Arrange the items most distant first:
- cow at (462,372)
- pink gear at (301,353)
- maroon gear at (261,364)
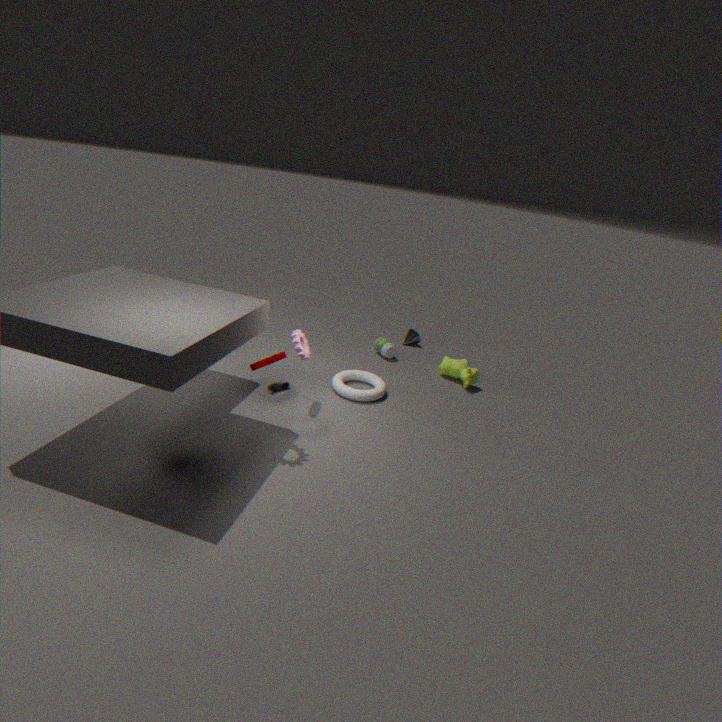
cow at (462,372) < pink gear at (301,353) < maroon gear at (261,364)
